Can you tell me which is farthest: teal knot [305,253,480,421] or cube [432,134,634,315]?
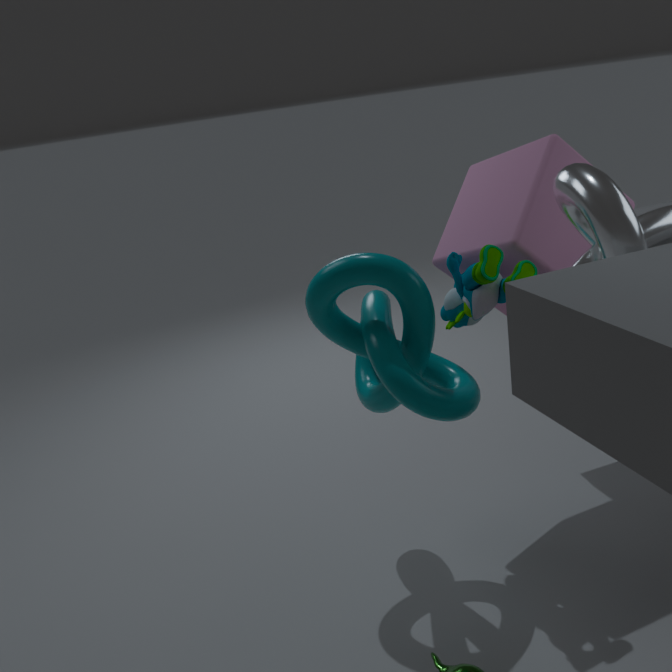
cube [432,134,634,315]
